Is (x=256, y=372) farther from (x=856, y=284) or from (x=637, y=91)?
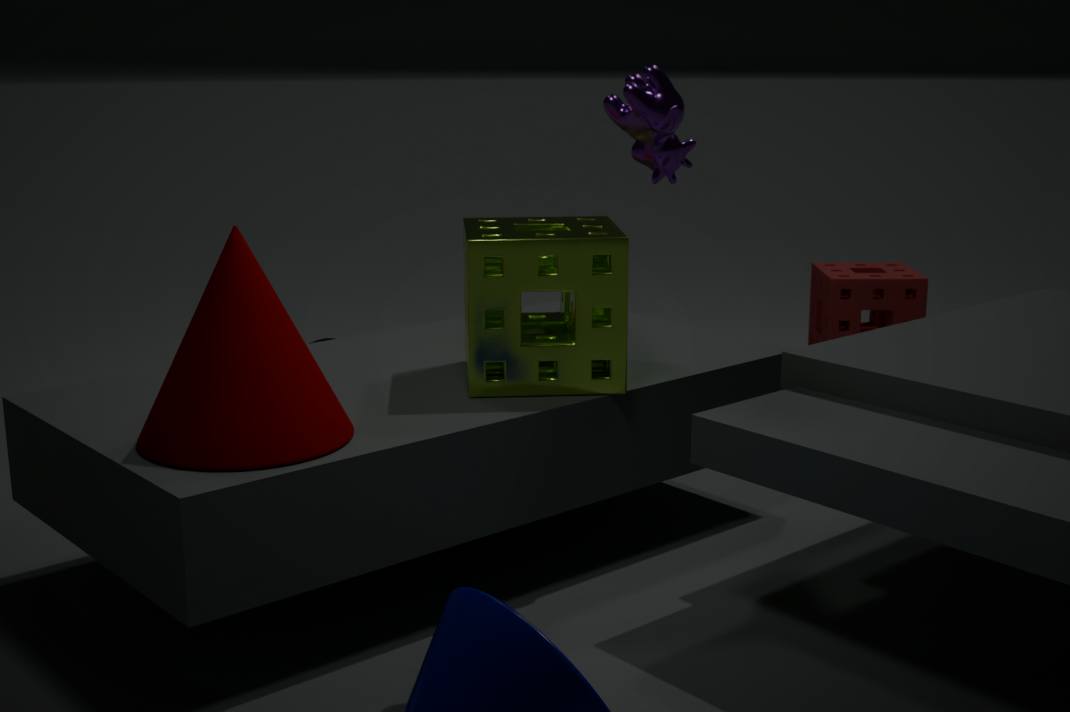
(x=856, y=284)
